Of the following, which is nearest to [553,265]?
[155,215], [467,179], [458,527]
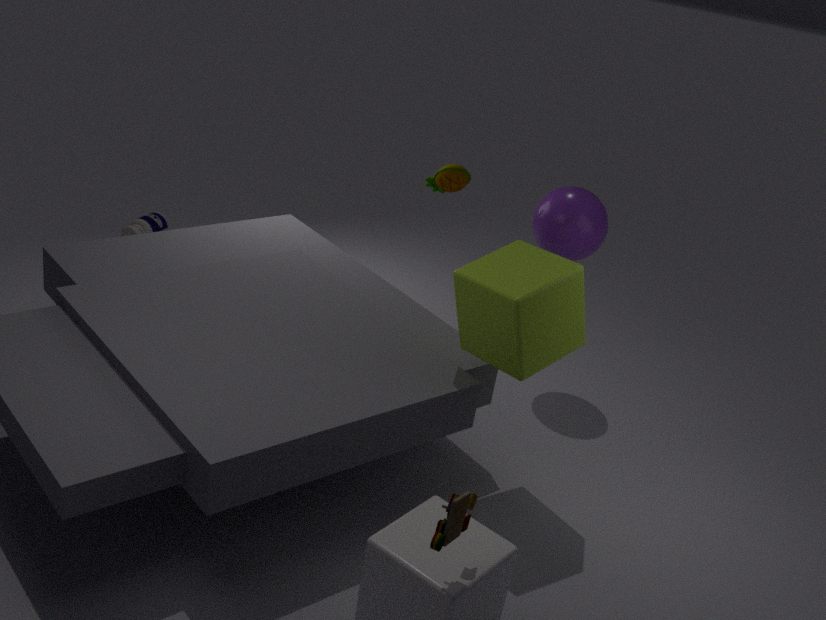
[458,527]
